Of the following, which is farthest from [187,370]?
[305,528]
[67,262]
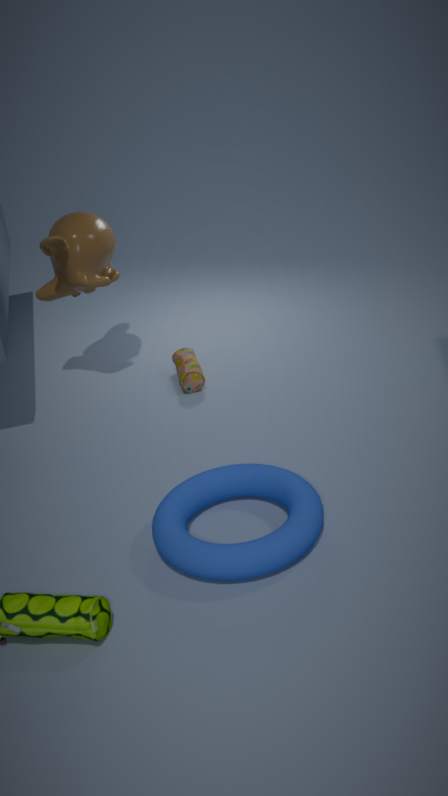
[305,528]
